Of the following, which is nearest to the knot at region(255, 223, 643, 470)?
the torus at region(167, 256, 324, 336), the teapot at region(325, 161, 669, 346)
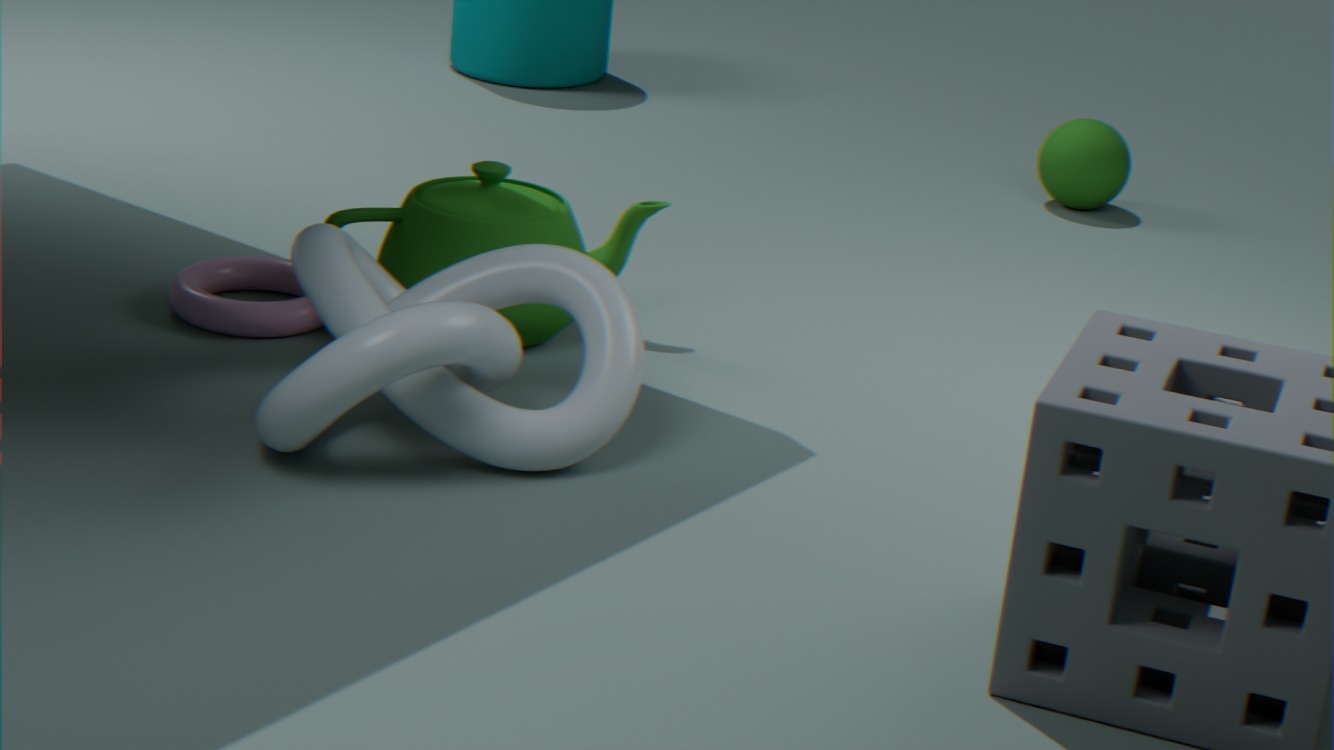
the teapot at region(325, 161, 669, 346)
